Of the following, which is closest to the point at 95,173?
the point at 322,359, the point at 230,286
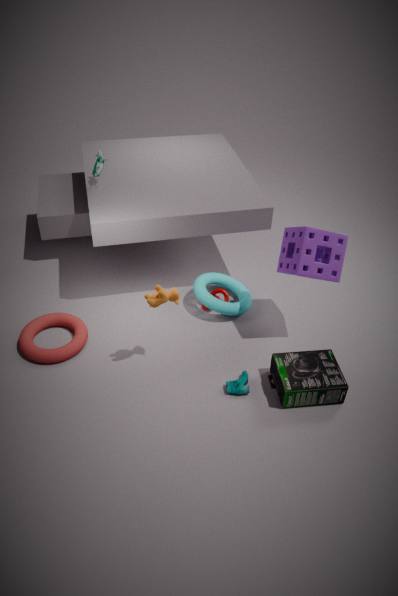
the point at 230,286
